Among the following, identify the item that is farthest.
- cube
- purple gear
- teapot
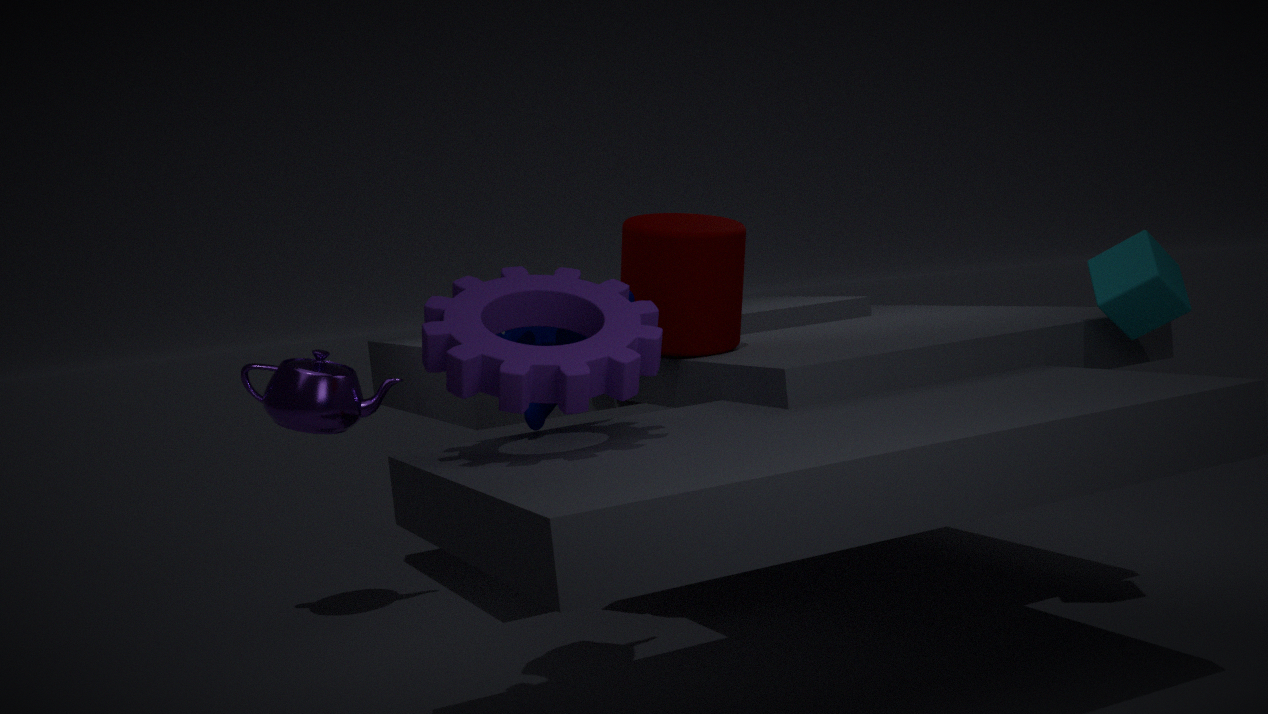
teapot
